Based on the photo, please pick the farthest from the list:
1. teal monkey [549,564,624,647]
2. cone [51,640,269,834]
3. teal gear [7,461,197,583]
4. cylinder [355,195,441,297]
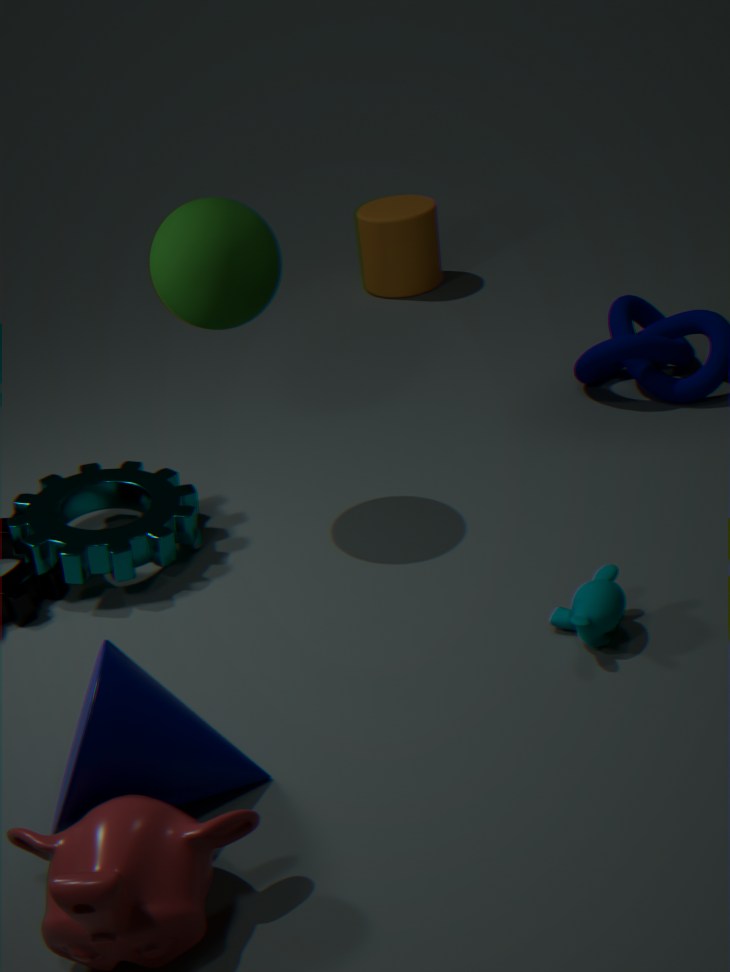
cylinder [355,195,441,297]
